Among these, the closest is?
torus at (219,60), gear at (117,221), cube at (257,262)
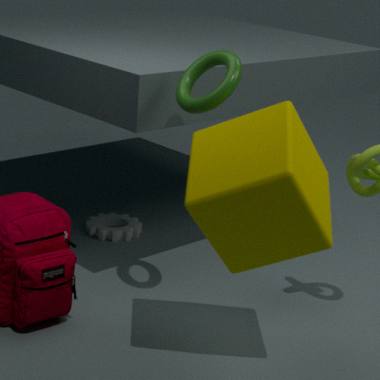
cube at (257,262)
